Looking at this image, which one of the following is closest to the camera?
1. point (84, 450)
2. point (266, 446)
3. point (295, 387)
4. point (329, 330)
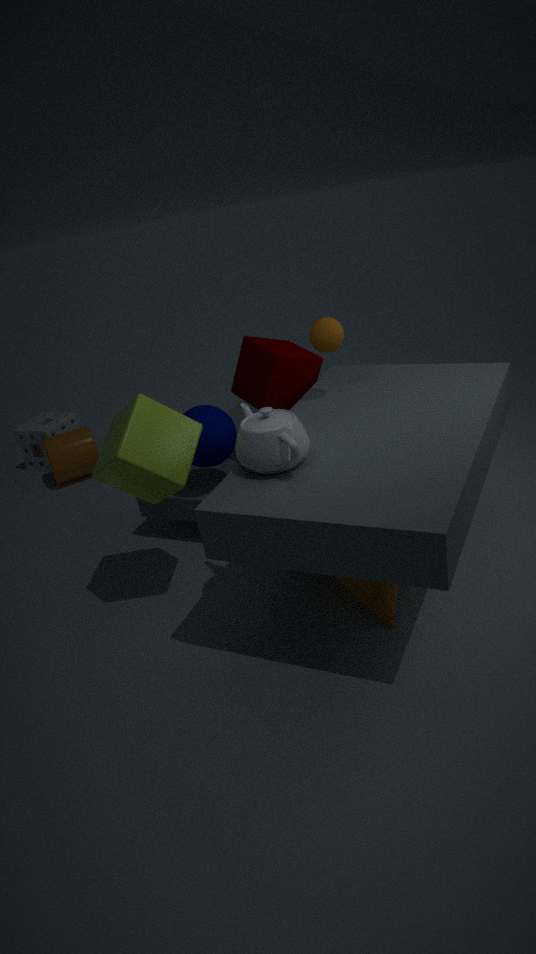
point (266, 446)
